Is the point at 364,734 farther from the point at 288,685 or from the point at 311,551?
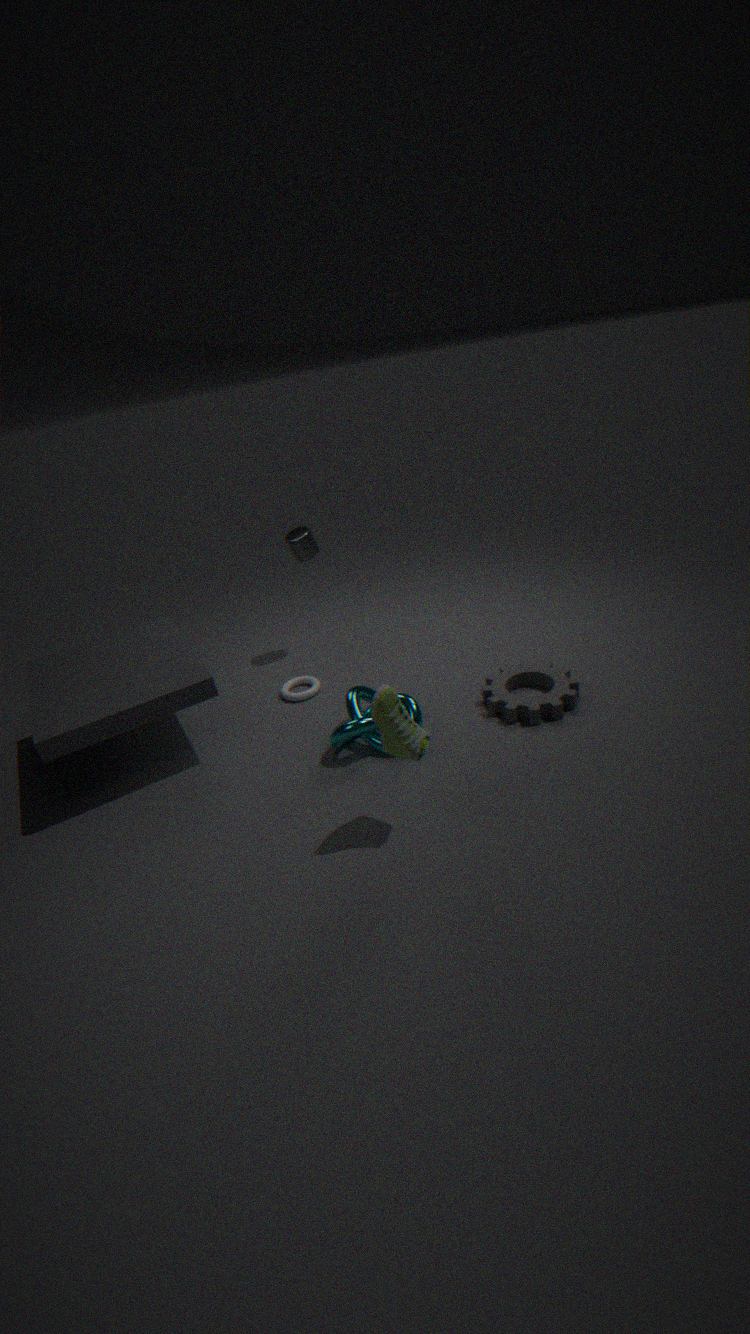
the point at 311,551
